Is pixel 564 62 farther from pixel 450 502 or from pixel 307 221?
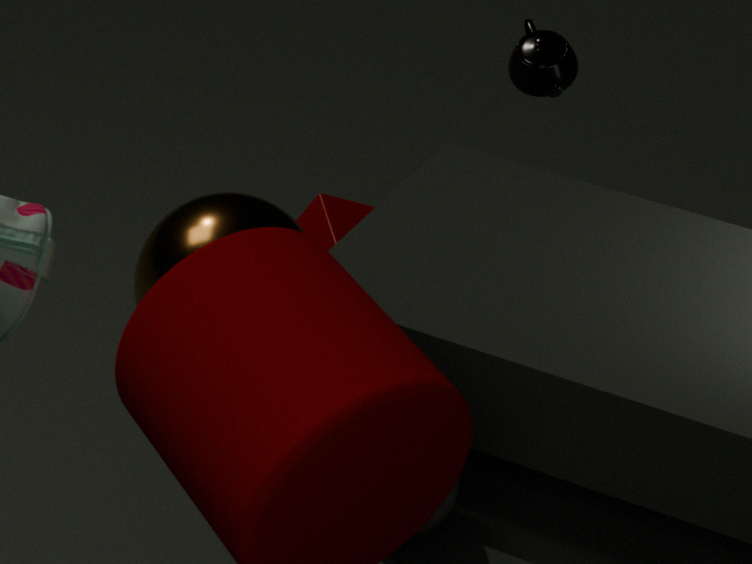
pixel 450 502
